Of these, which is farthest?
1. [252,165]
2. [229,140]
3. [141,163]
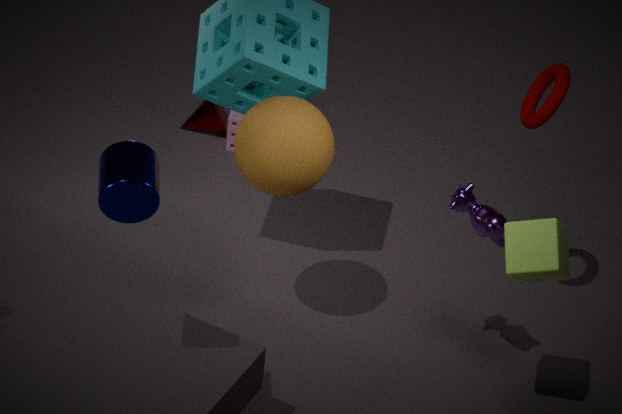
[229,140]
